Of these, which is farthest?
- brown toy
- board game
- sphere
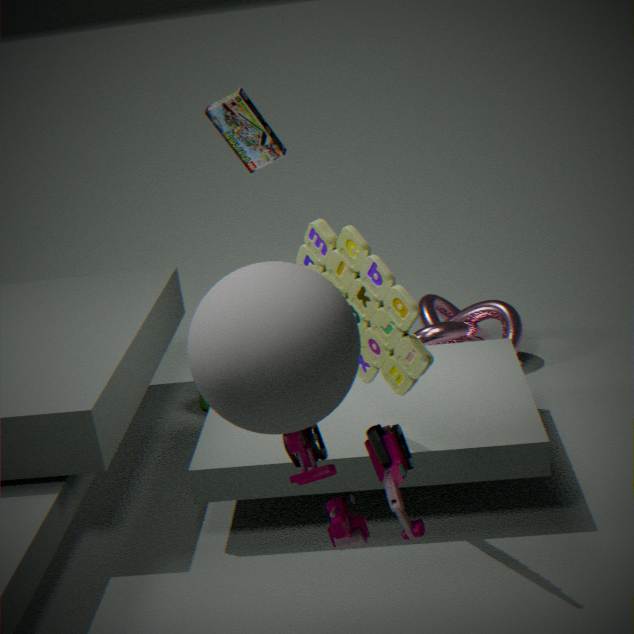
board game
